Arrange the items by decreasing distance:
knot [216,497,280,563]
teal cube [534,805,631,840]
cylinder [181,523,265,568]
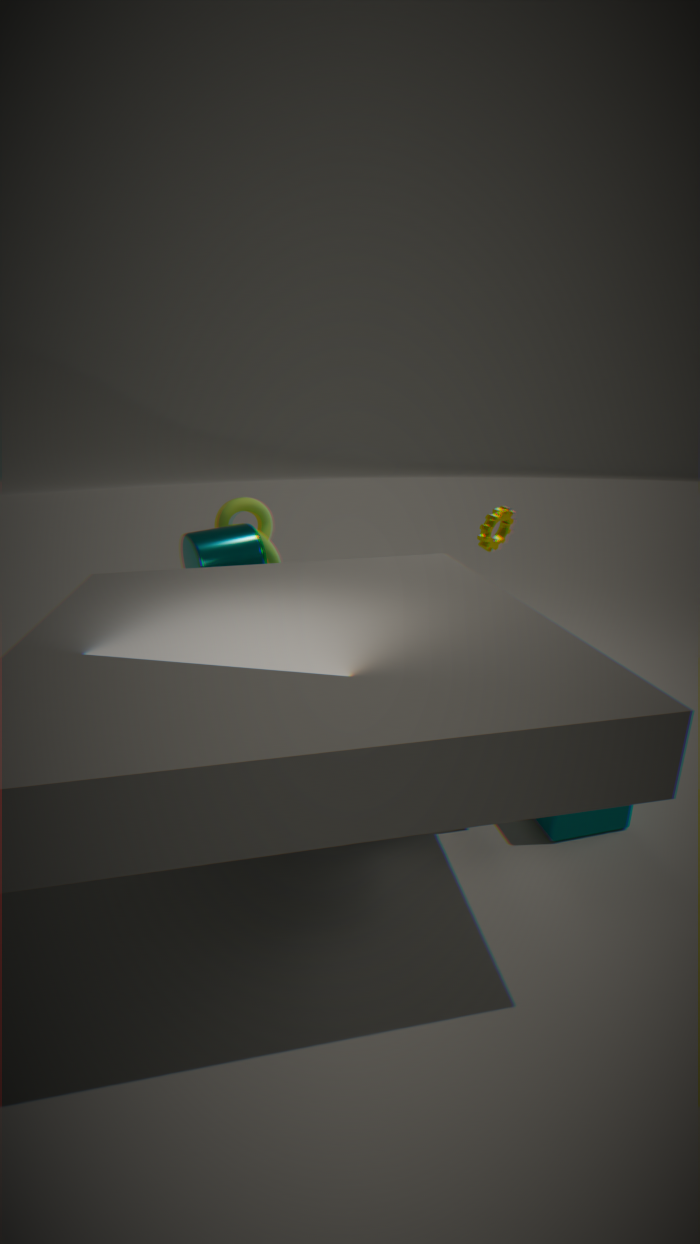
knot [216,497,280,563]
cylinder [181,523,265,568]
teal cube [534,805,631,840]
